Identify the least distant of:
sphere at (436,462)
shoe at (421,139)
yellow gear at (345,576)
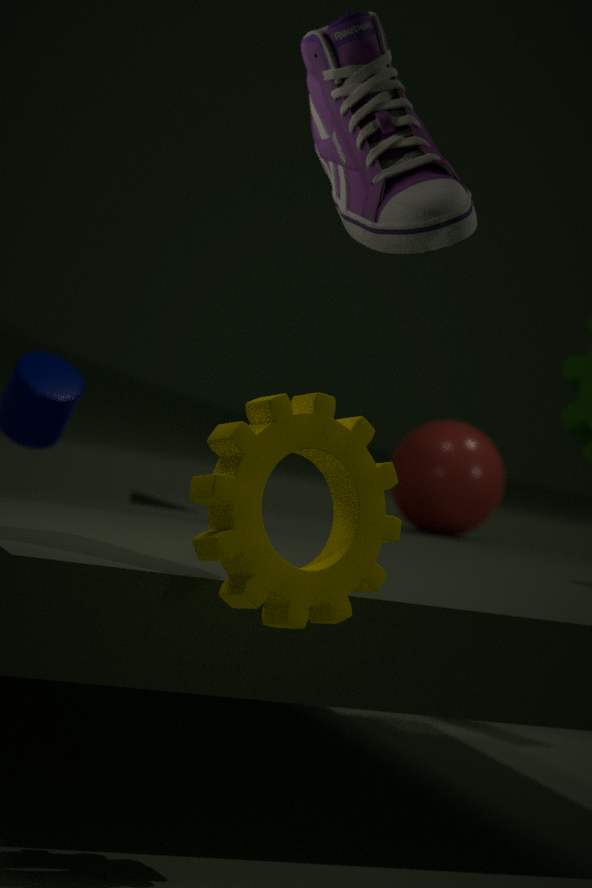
yellow gear at (345,576)
